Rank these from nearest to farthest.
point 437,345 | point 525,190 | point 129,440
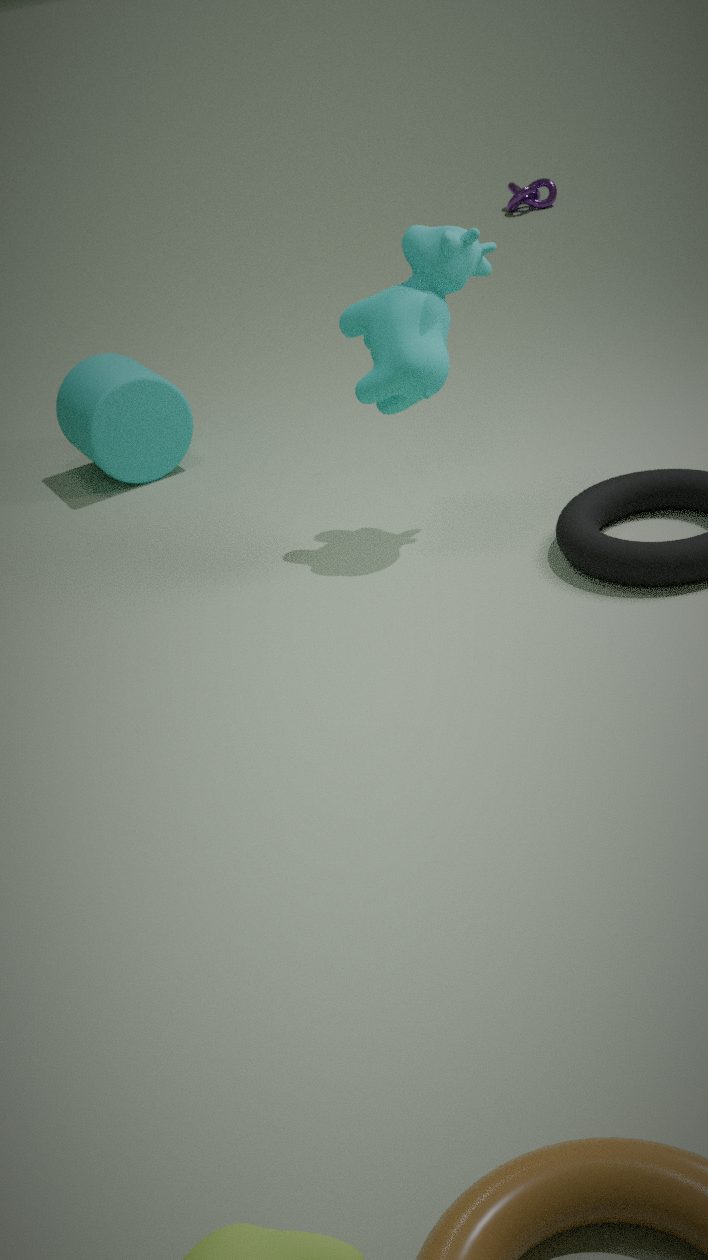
point 437,345, point 129,440, point 525,190
